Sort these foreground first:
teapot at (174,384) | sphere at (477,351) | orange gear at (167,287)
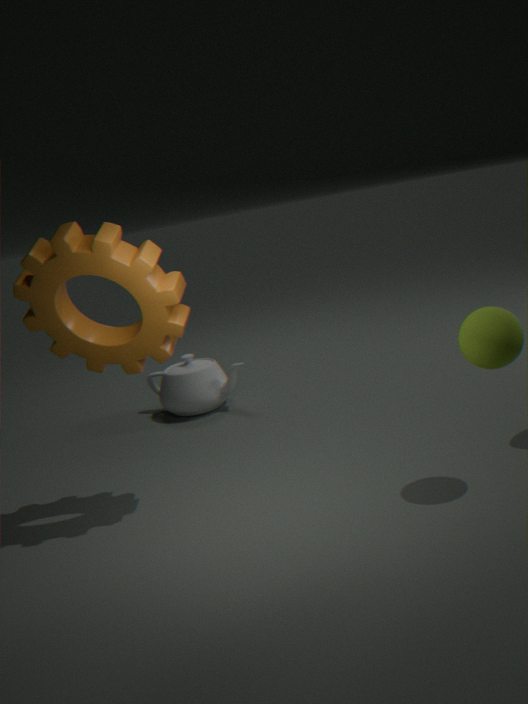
sphere at (477,351), orange gear at (167,287), teapot at (174,384)
